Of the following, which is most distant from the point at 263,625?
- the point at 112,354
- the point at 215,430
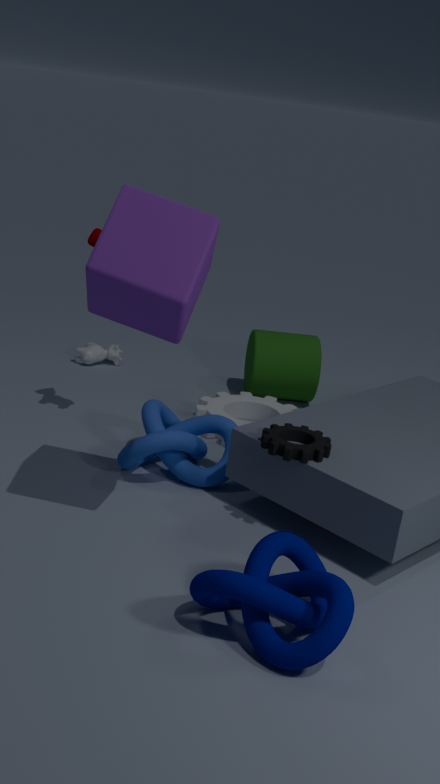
the point at 112,354
